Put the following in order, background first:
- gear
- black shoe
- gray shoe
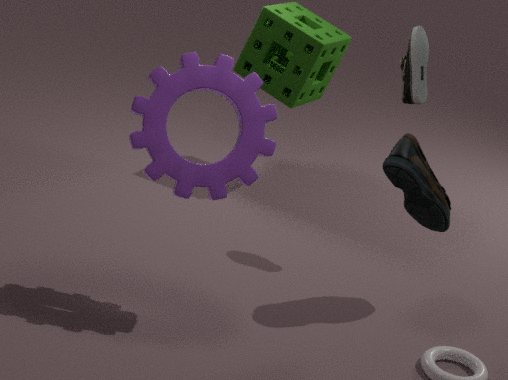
gray shoe
black shoe
gear
